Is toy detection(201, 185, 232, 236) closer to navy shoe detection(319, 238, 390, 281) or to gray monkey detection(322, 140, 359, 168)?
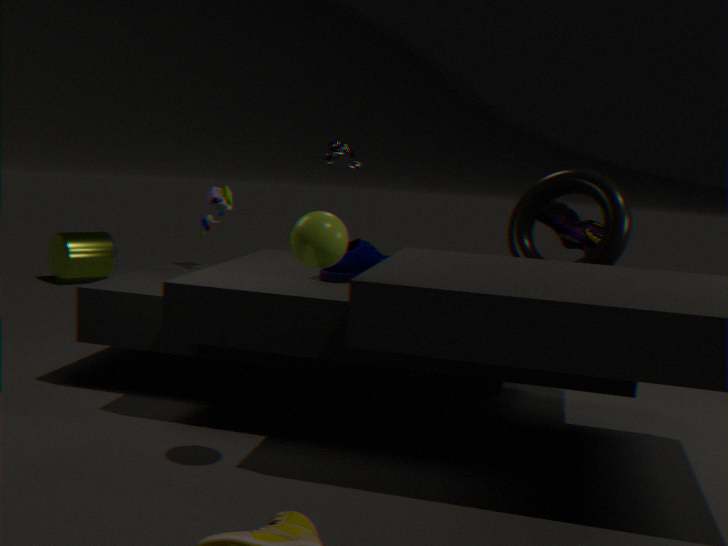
gray monkey detection(322, 140, 359, 168)
